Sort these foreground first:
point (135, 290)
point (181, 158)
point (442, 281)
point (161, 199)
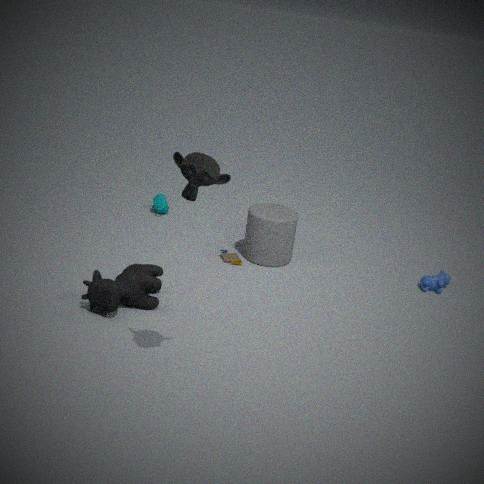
point (181, 158)
point (135, 290)
point (442, 281)
point (161, 199)
